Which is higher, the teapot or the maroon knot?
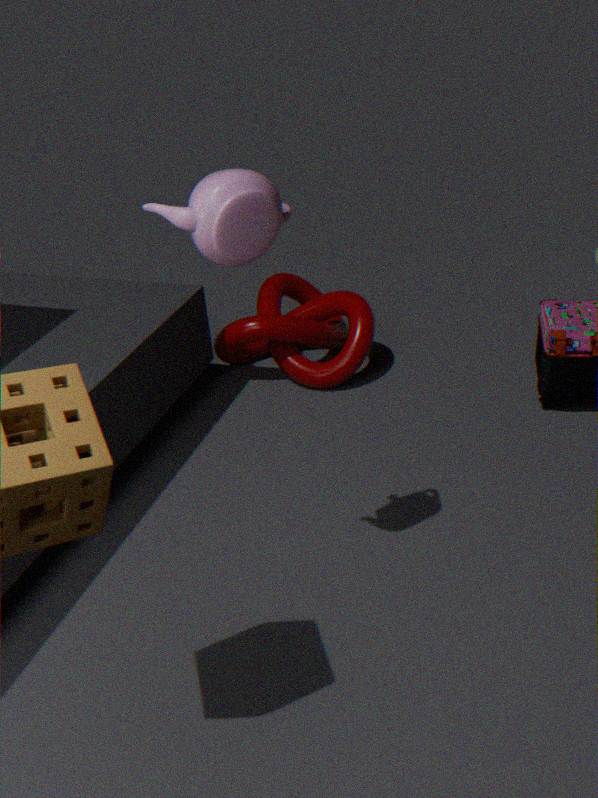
the teapot
